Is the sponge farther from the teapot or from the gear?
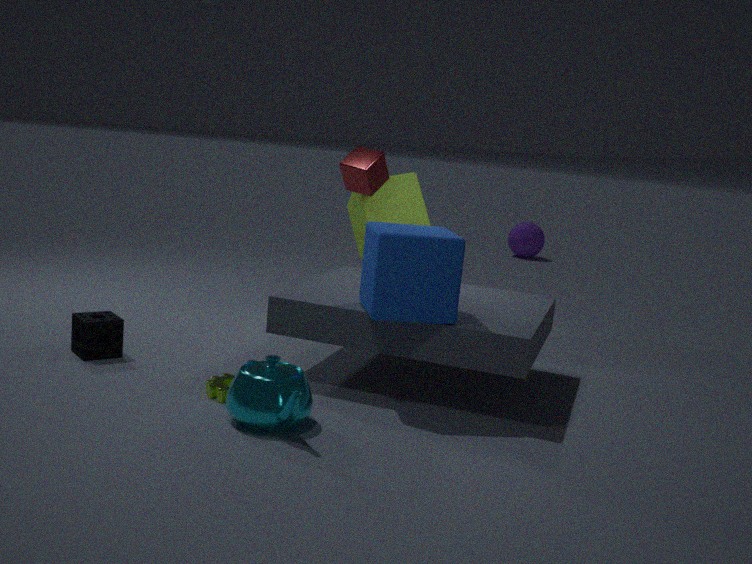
the teapot
